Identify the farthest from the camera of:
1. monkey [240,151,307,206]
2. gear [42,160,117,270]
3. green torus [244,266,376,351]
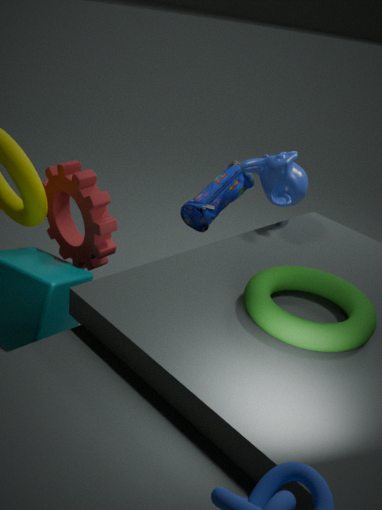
monkey [240,151,307,206]
